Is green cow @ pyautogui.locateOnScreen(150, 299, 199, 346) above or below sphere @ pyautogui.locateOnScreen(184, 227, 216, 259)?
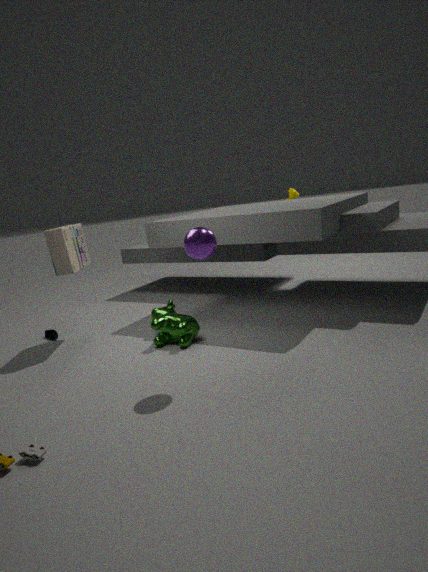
below
